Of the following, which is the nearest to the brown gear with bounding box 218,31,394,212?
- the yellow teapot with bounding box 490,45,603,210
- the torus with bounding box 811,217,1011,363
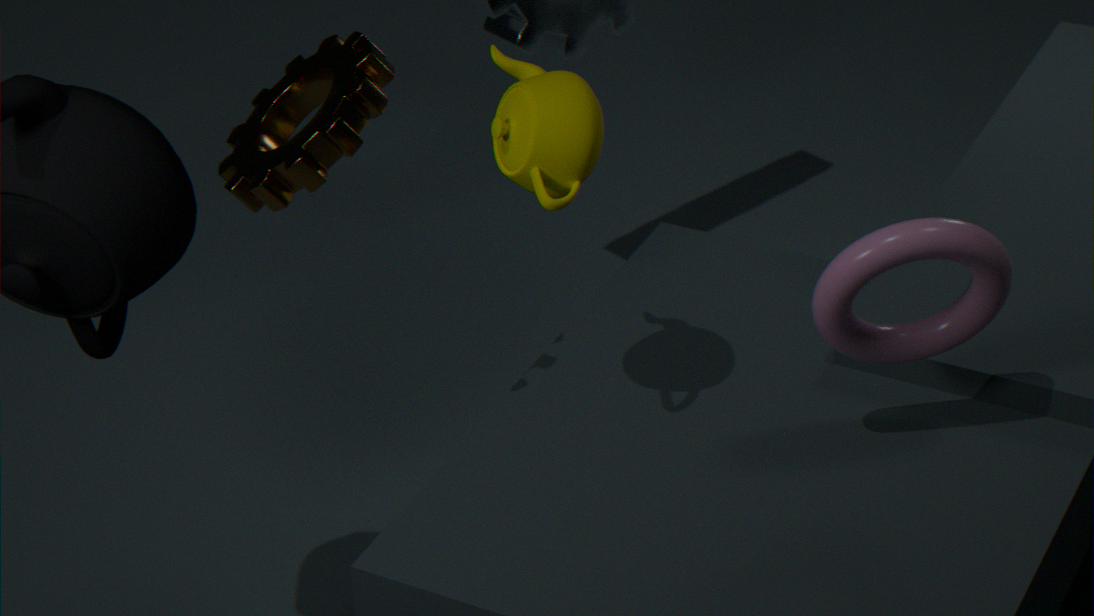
the yellow teapot with bounding box 490,45,603,210
